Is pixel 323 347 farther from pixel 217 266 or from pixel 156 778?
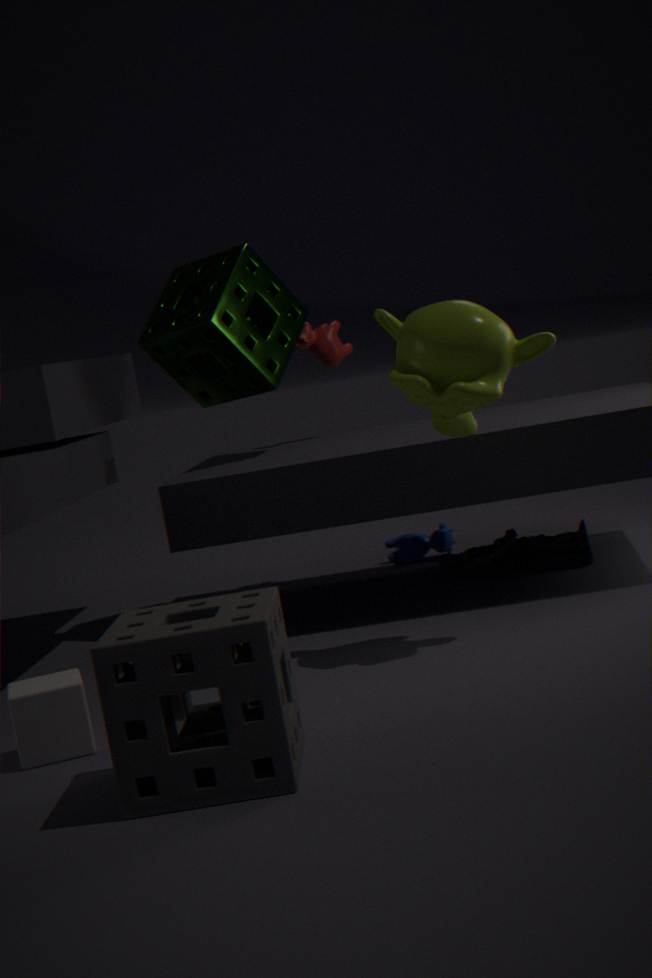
pixel 156 778
